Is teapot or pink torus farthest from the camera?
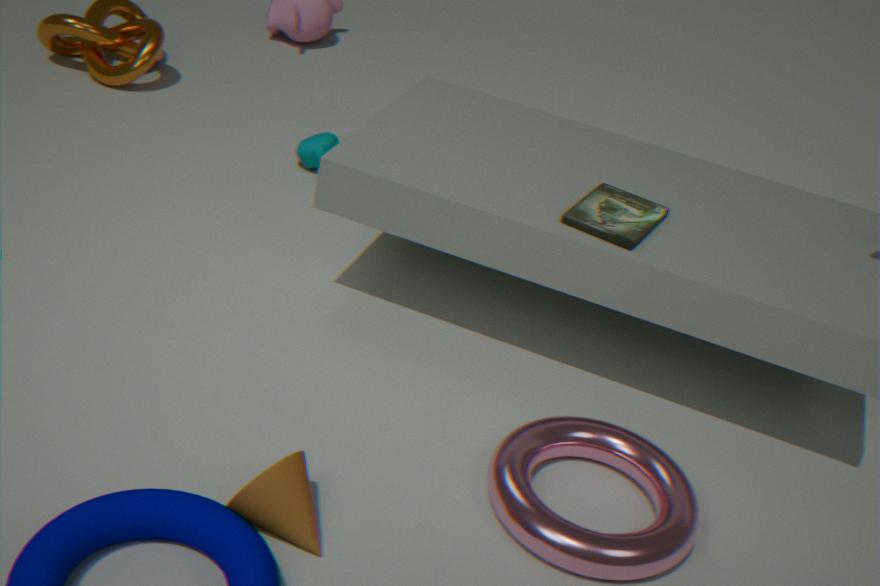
teapot
